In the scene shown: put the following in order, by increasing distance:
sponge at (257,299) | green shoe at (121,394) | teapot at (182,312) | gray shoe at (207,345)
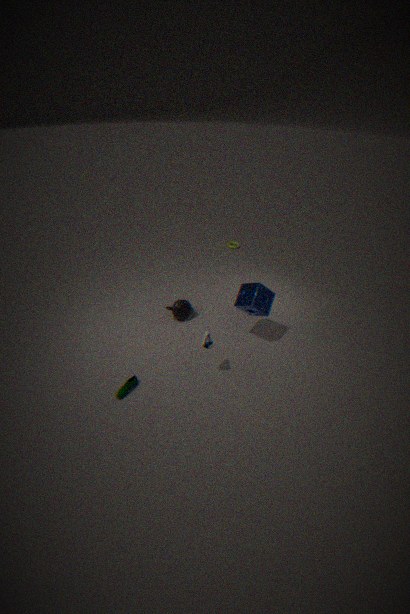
green shoe at (121,394) < gray shoe at (207,345) < sponge at (257,299) < teapot at (182,312)
